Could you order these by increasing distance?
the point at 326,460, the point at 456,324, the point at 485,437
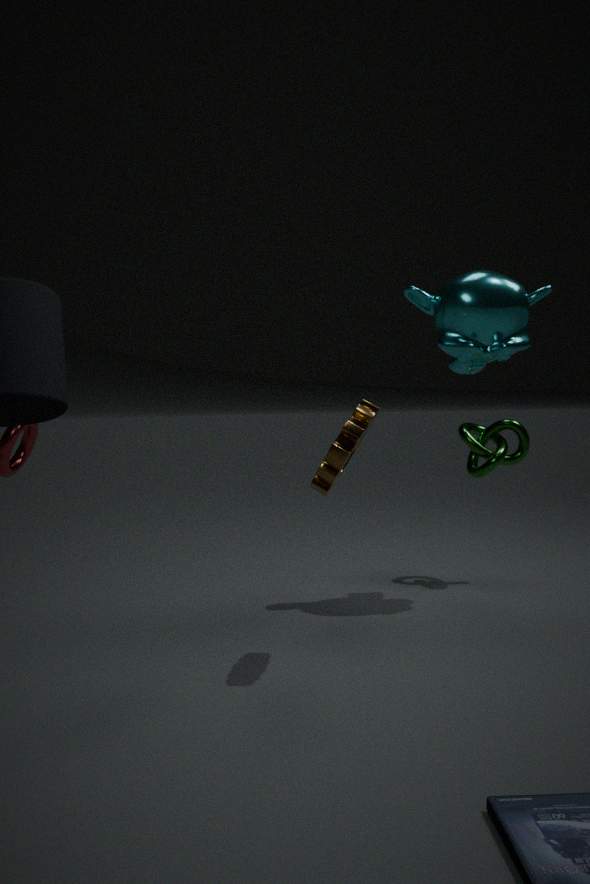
the point at 326,460
the point at 456,324
the point at 485,437
